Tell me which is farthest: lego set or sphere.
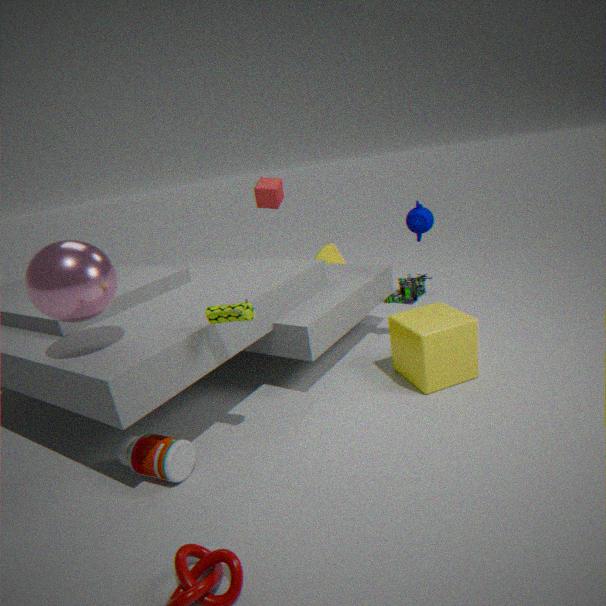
lego set
